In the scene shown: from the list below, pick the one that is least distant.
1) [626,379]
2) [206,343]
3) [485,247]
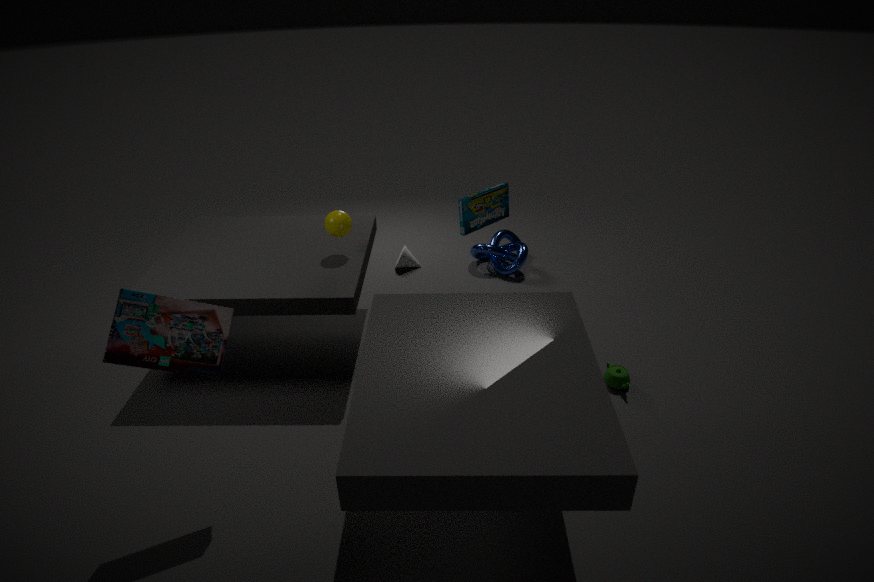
2. [206,343]
